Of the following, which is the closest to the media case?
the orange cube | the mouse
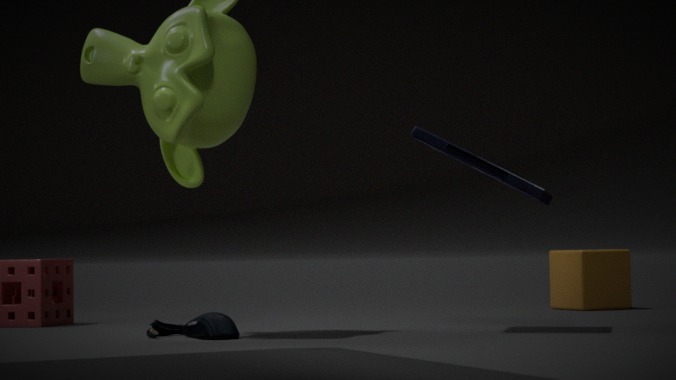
the mouse
